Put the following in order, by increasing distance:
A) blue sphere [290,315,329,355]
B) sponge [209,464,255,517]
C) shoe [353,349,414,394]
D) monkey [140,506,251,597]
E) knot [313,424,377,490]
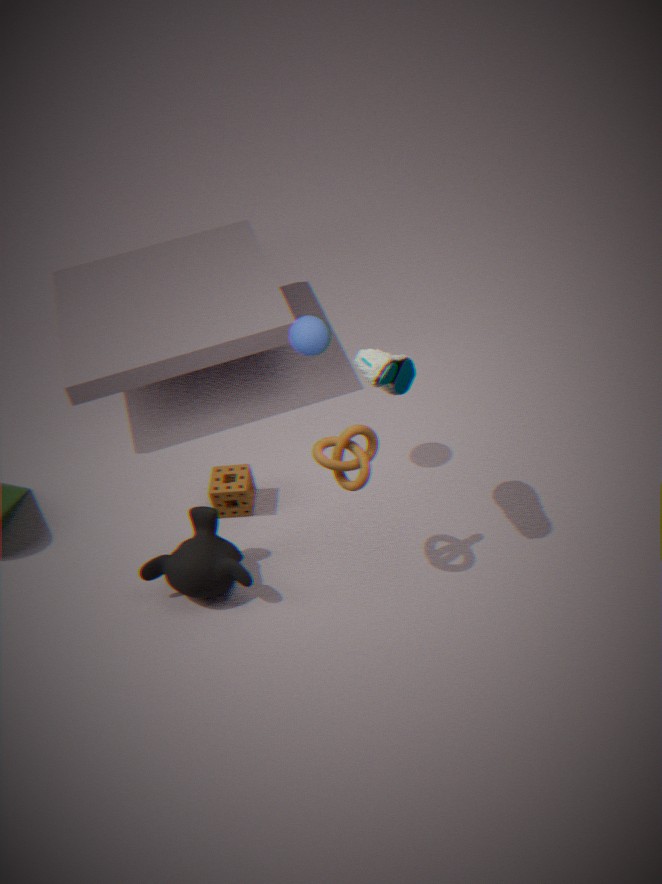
1. shoe [353,349,414,394]
2. knot [313,424,377,490]
3. monkey [140,506,251,597]
4. blue sphere [290,315,329,355]
5. sponge [209,464,255,517]
